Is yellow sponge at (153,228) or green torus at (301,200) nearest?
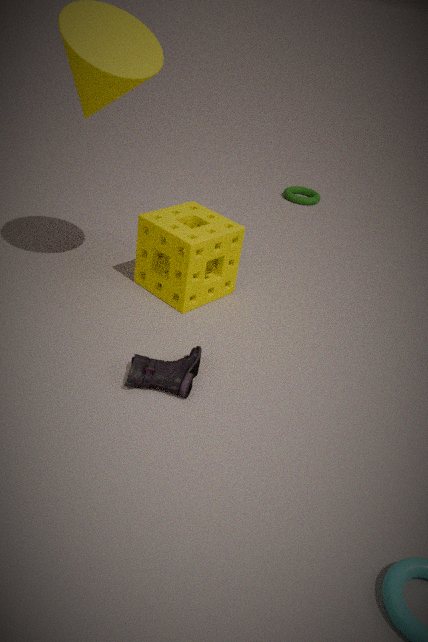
yellow sponge at (153,228)
